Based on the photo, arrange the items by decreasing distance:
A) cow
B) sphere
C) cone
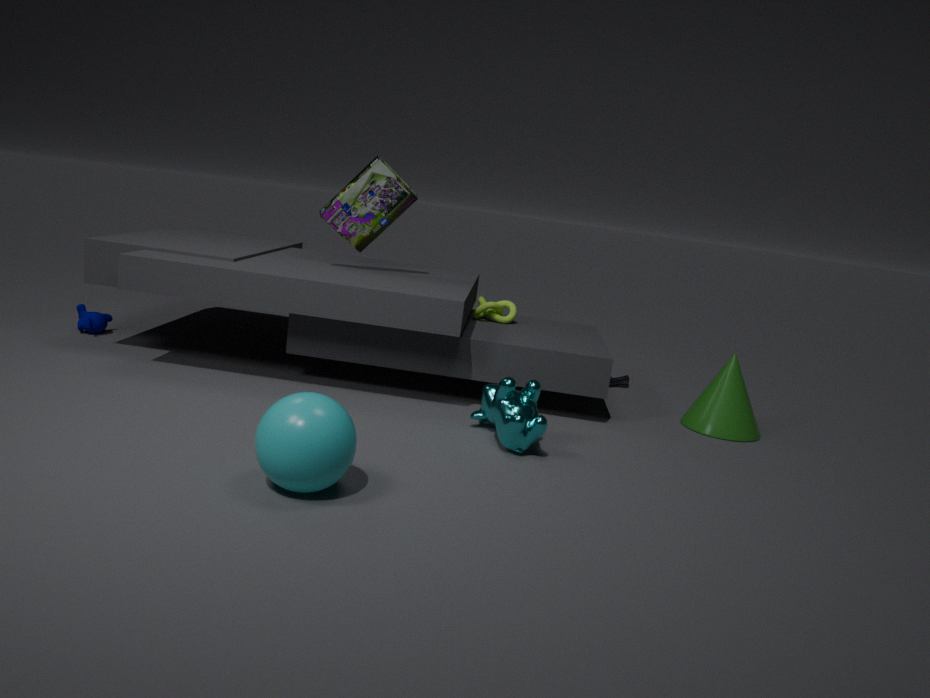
cone < cow < sphere
